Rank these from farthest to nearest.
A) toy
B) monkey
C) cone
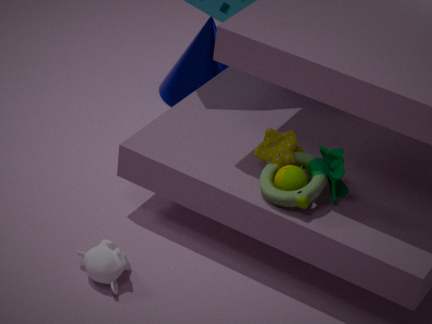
cone → toy → monkey
